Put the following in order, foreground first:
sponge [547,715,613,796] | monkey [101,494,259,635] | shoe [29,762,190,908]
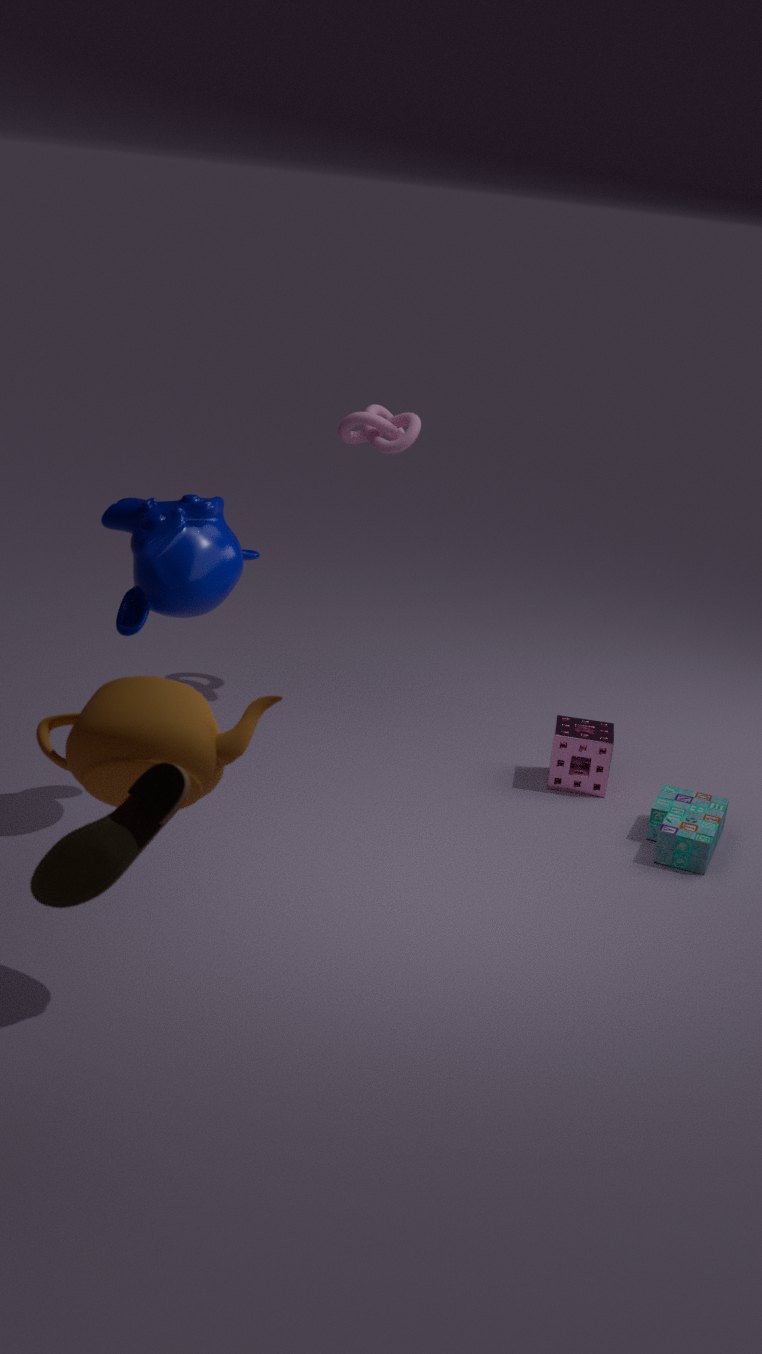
shoe [29,762,190,908] < monkey [101,494,259,635] < sponge [547,715,613,796]
